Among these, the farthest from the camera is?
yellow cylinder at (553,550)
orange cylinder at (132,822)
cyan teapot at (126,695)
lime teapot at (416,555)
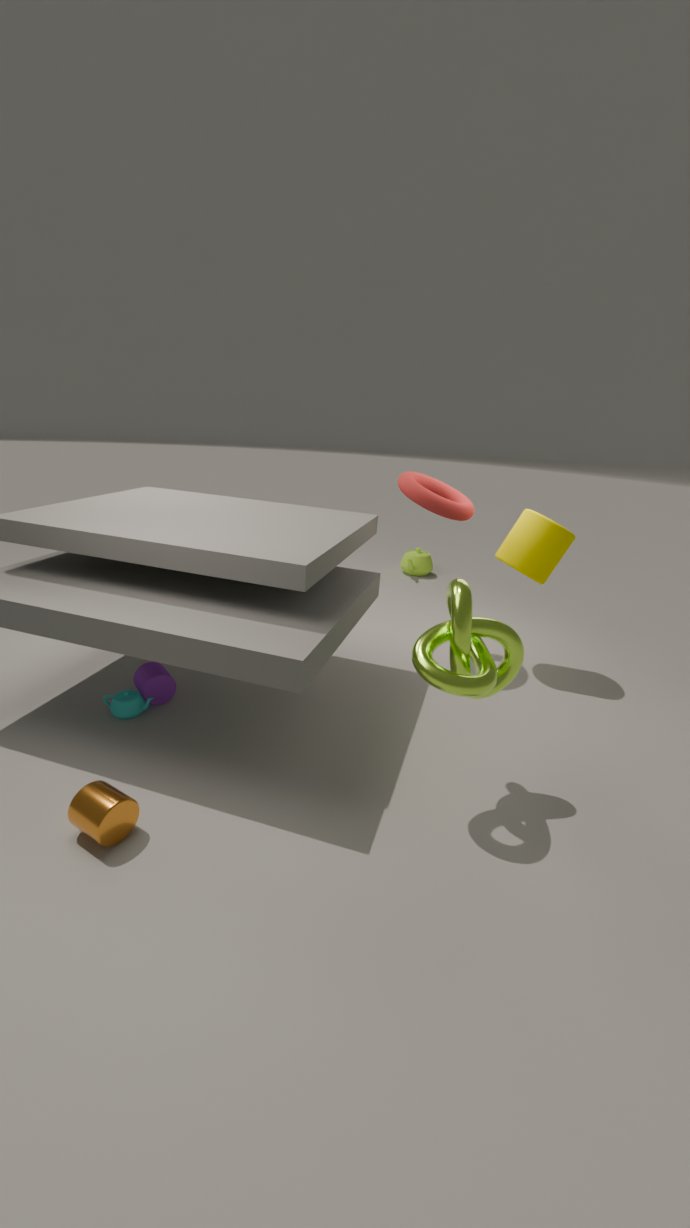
lime teapot at (416,555)
